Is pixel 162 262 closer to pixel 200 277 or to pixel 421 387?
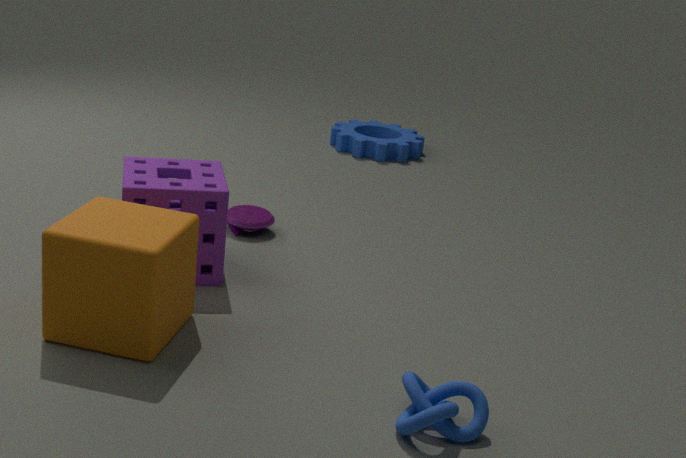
pixel 200 277
